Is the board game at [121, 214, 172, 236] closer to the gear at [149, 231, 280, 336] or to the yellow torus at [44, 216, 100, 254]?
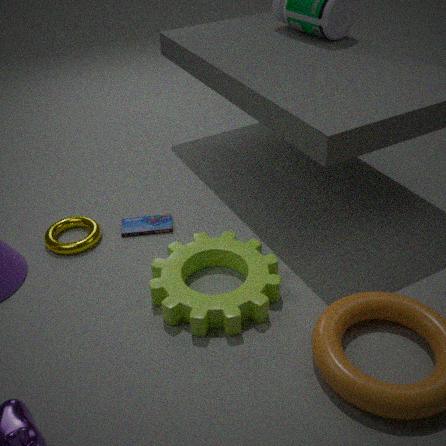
the yellow torus at [44, 216, 100, 254]
